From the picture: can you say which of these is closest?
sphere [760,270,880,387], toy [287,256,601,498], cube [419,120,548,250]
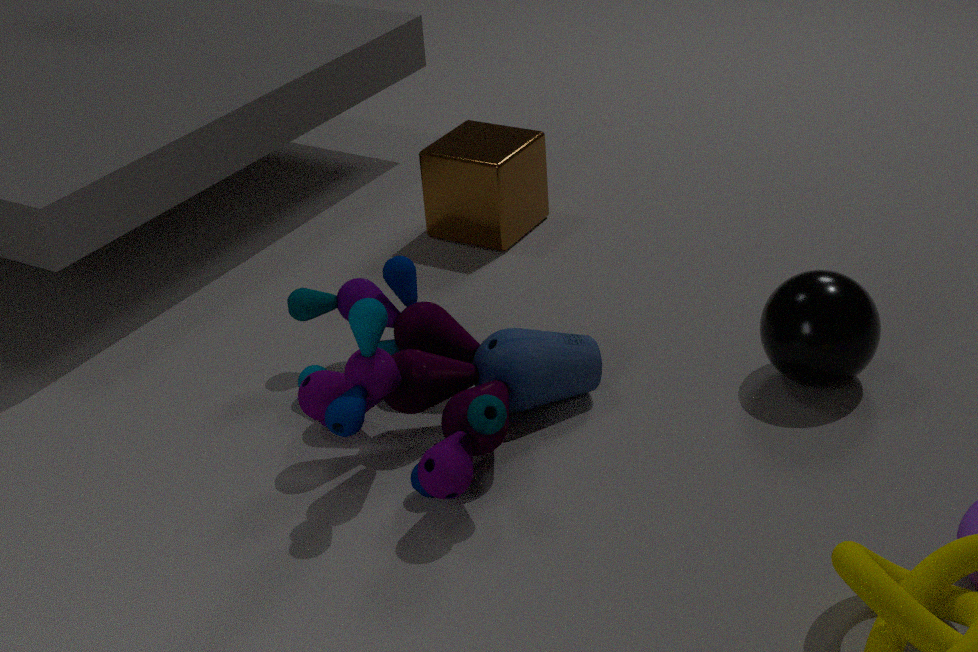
toy [287,256,601,498]
